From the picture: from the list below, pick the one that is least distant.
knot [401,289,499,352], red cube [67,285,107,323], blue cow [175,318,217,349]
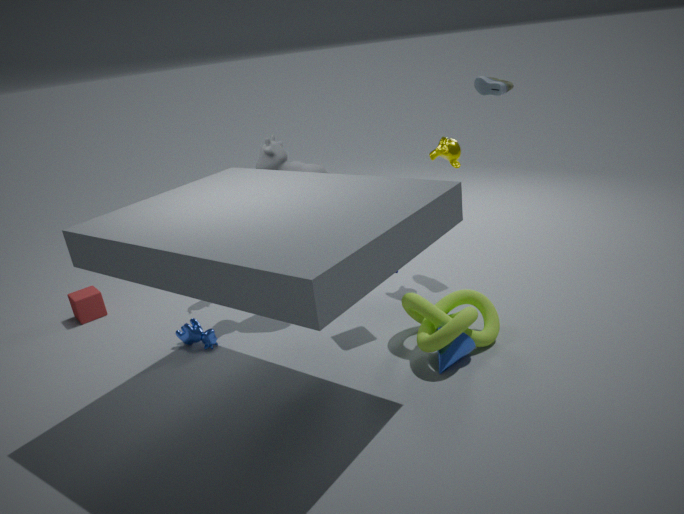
knot [401,289,499,352]
